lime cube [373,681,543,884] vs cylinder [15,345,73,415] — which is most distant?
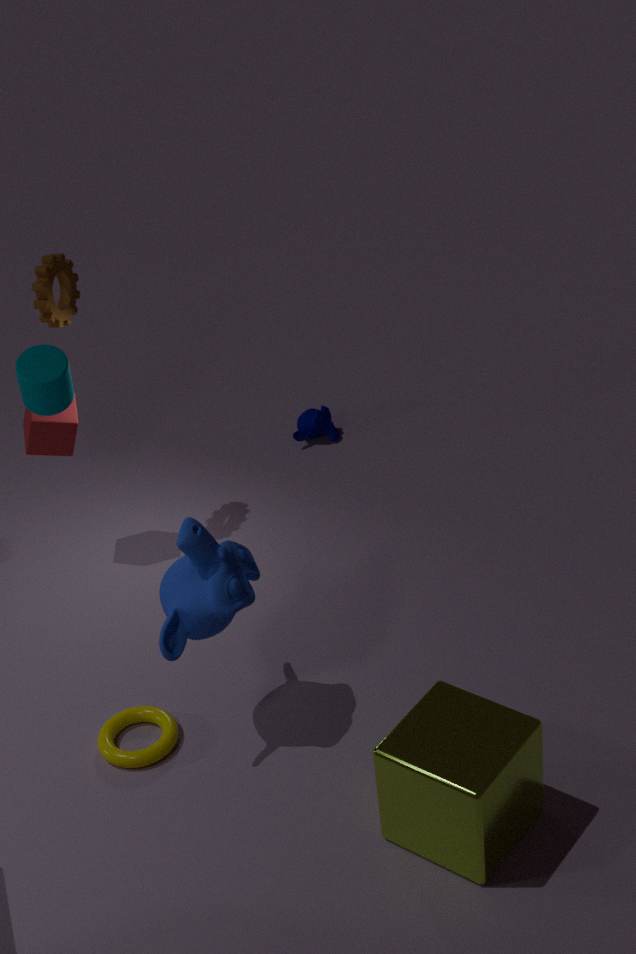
cylinder [15,345,73,415]
